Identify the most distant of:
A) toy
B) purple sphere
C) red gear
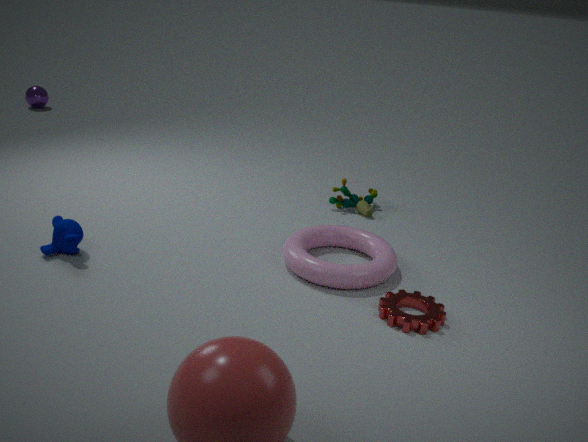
purple sphere
